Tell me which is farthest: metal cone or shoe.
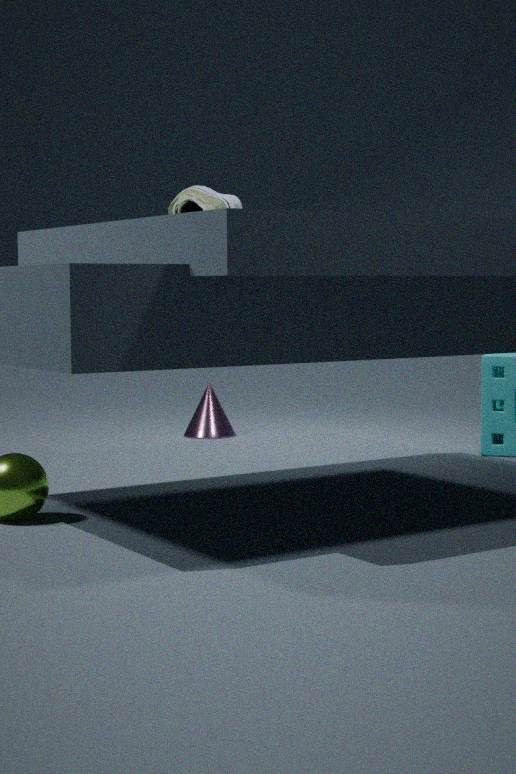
Result: metal cone
